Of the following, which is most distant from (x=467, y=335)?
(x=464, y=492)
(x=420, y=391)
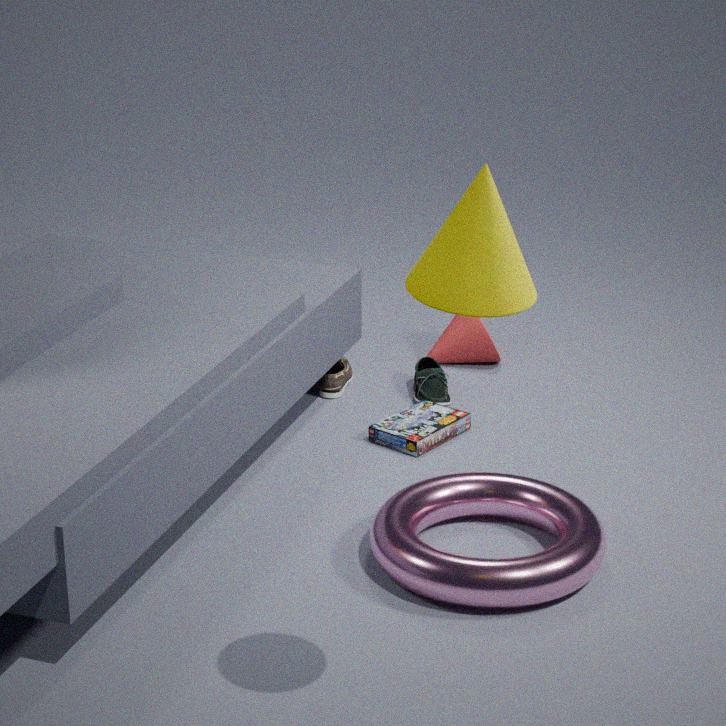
(x=464, y=492)
